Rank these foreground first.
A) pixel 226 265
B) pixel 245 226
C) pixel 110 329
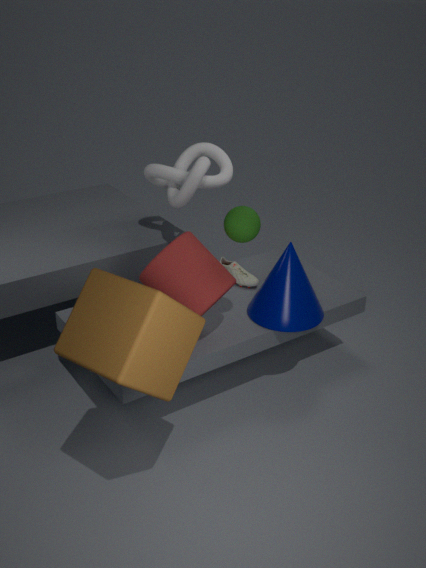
pixel 110 329 → pixel 245 226 → pixel 226 265
